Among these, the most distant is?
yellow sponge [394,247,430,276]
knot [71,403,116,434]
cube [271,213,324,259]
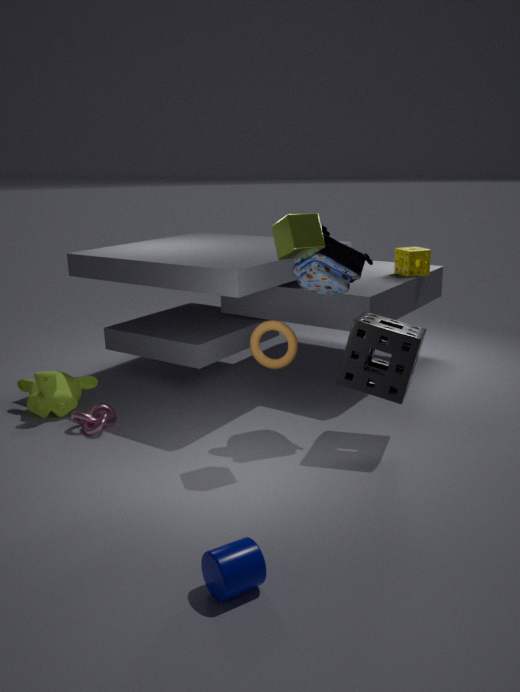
yellow sponge [394,247,430,276]
